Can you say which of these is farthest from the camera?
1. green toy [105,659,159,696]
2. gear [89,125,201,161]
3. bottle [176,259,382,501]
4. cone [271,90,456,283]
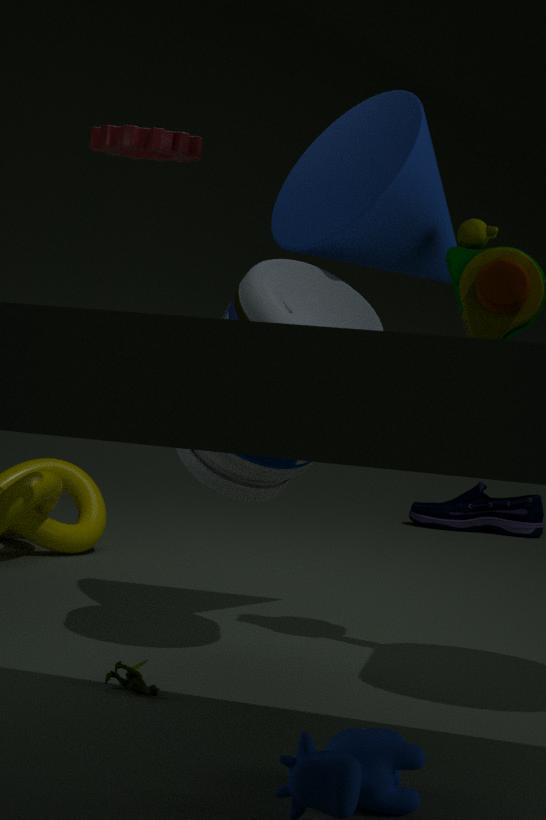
gear [89,125,201,161]
